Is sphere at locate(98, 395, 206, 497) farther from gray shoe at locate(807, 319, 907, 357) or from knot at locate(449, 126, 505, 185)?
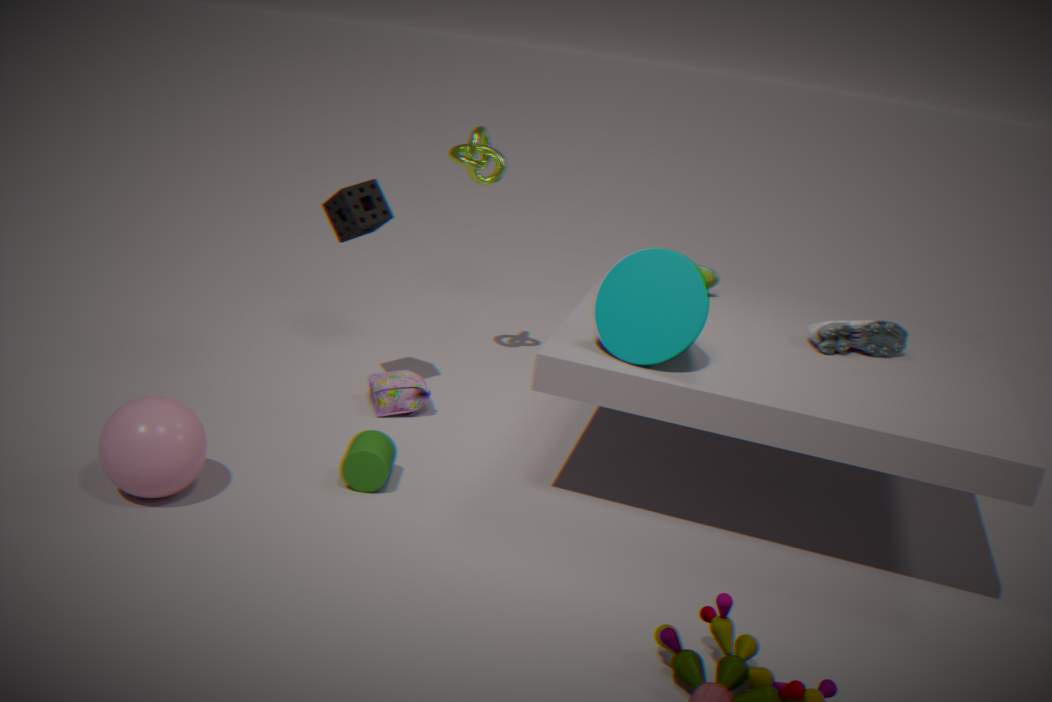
gray shoe at locate(807, 319, 907, 357)
